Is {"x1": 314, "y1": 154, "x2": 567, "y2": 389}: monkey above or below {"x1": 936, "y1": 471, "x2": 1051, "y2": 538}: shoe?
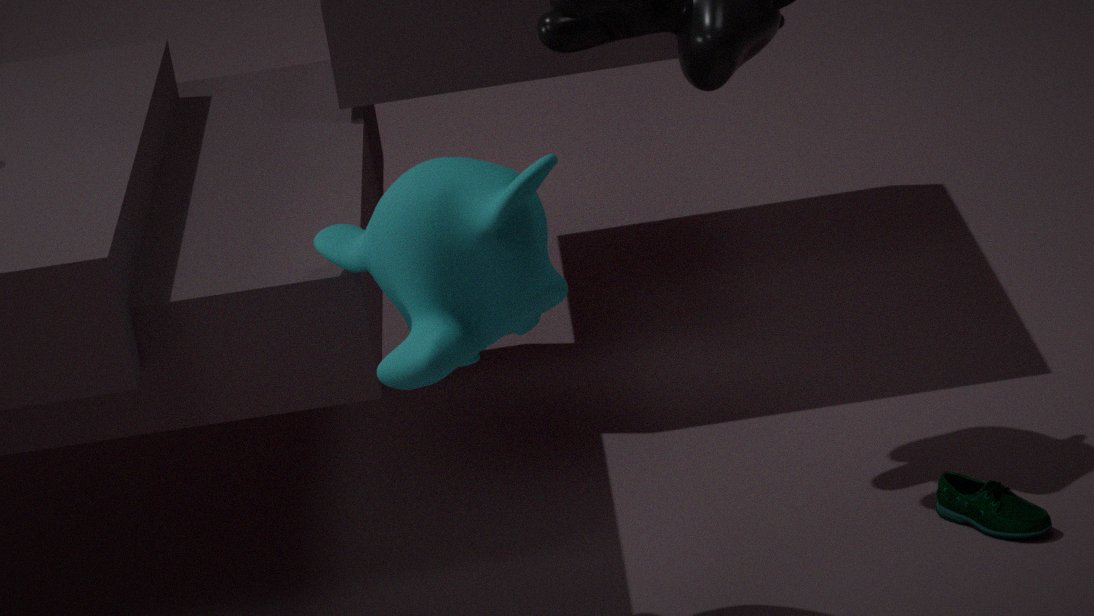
above
